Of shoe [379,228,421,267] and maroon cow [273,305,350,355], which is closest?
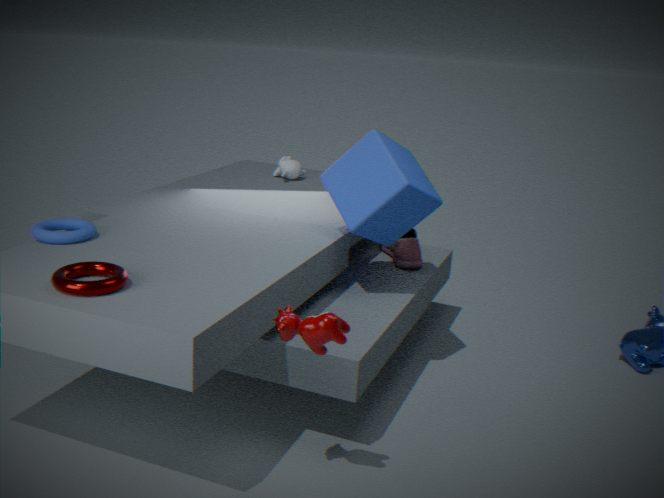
maroon cow [273,305,350,355]
